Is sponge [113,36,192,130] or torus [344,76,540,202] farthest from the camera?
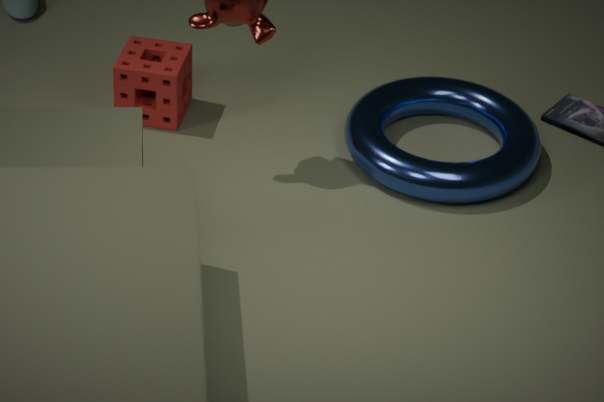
sponge [113,36,192,130]
